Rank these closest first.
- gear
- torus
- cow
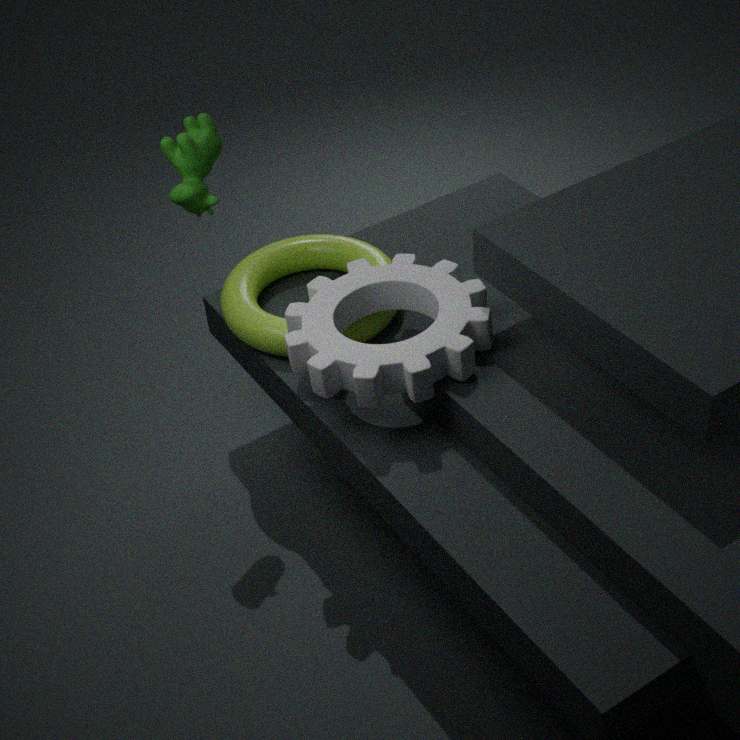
gear, cow, torus
